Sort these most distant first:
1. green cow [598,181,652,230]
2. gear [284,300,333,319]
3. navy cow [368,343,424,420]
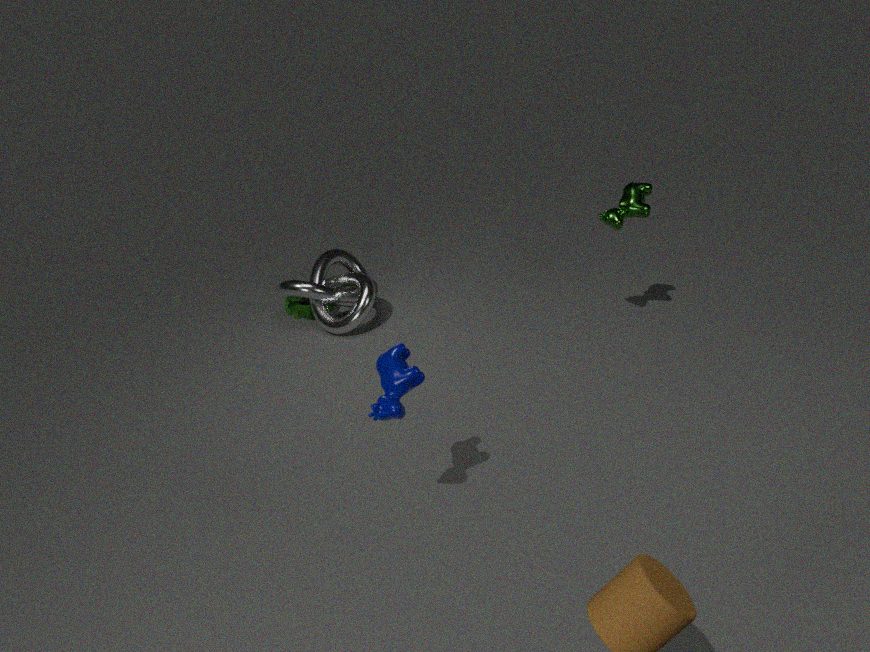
gear [284,300,333,319] → green cow [598,181,652,230] → navy cow [368,343,424,420]
